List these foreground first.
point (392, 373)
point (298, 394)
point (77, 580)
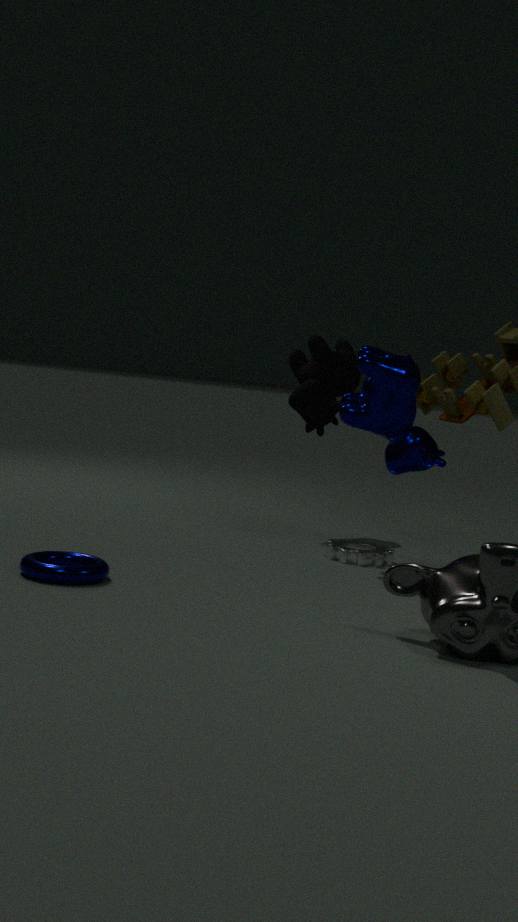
point (77, 580) < point (392, 373) < point (298, 394)
